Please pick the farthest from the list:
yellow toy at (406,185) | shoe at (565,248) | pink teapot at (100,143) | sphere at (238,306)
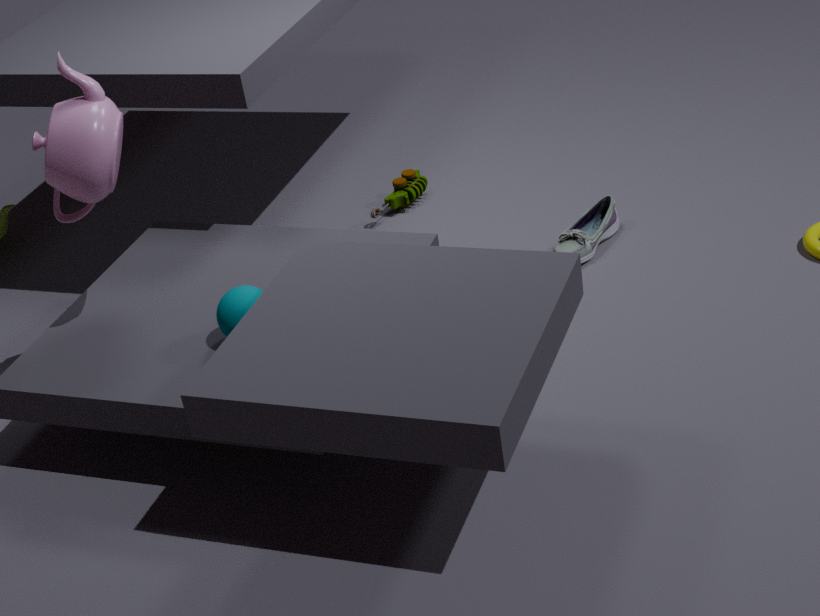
yellow toy at (406,185)
